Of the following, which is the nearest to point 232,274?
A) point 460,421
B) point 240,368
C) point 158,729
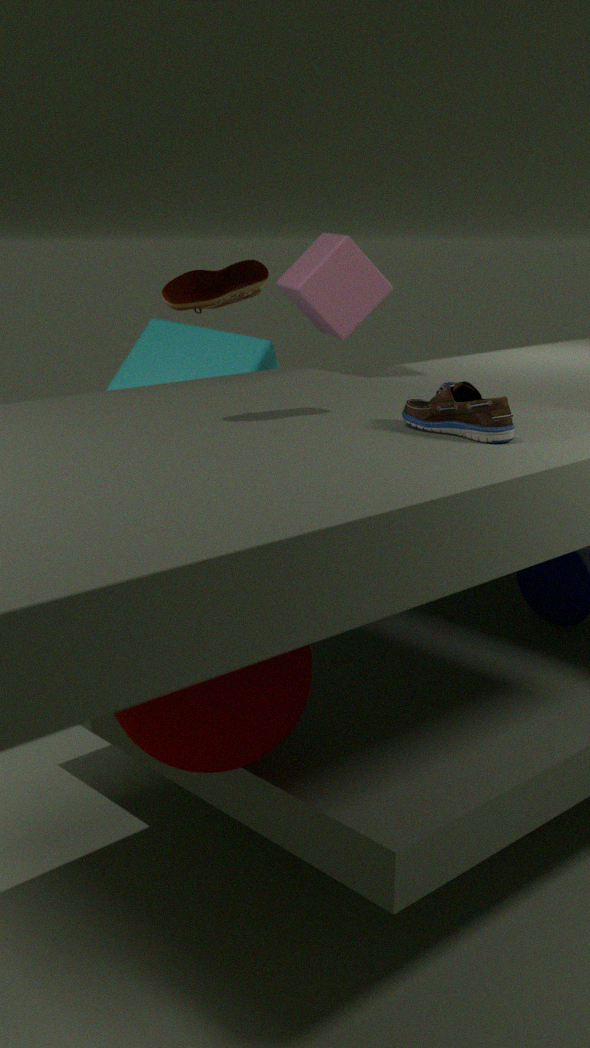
point 460,421
